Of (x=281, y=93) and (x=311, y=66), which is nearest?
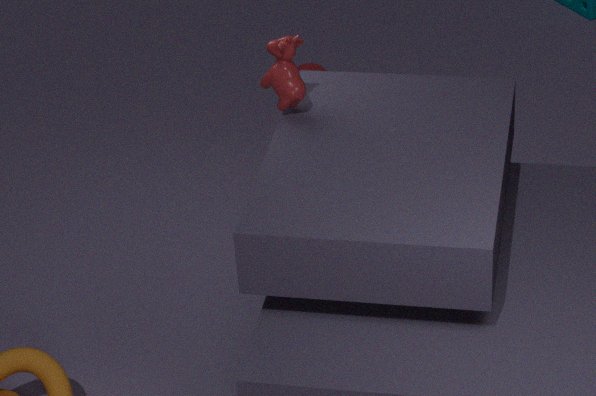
(x=281, y=93)
